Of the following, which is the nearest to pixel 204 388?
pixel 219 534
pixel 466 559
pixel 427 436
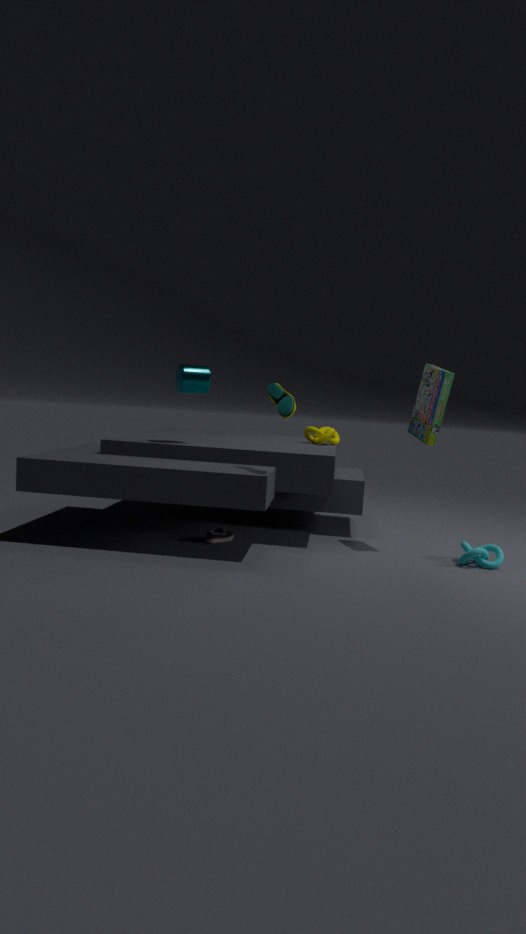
pixel 219 534
